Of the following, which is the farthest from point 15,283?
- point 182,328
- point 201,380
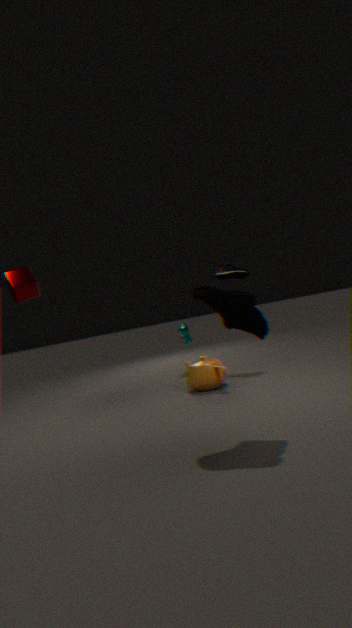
point 182,328
